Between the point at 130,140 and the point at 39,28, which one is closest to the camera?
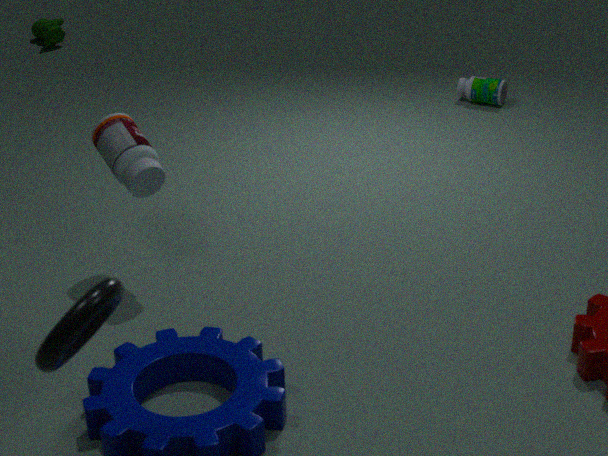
the point at 130,140
